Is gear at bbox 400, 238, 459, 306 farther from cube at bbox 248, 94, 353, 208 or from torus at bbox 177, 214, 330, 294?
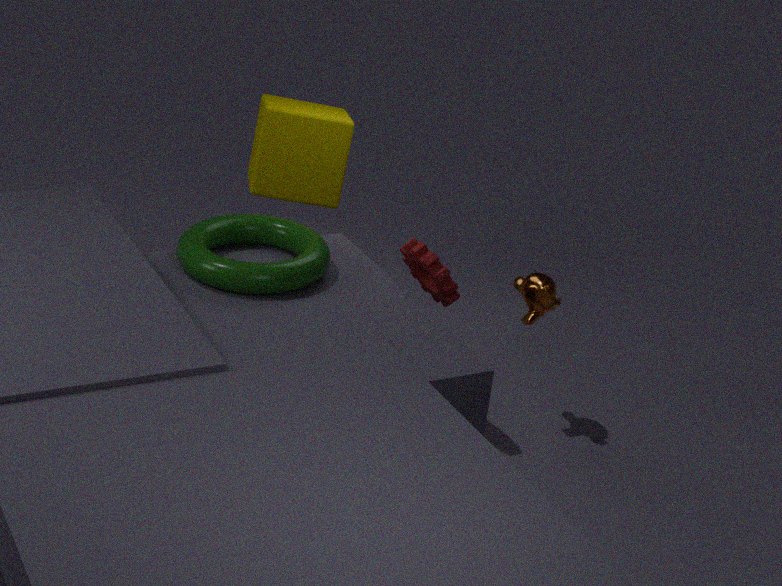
cube at bbox 248, 94, 353, 208
